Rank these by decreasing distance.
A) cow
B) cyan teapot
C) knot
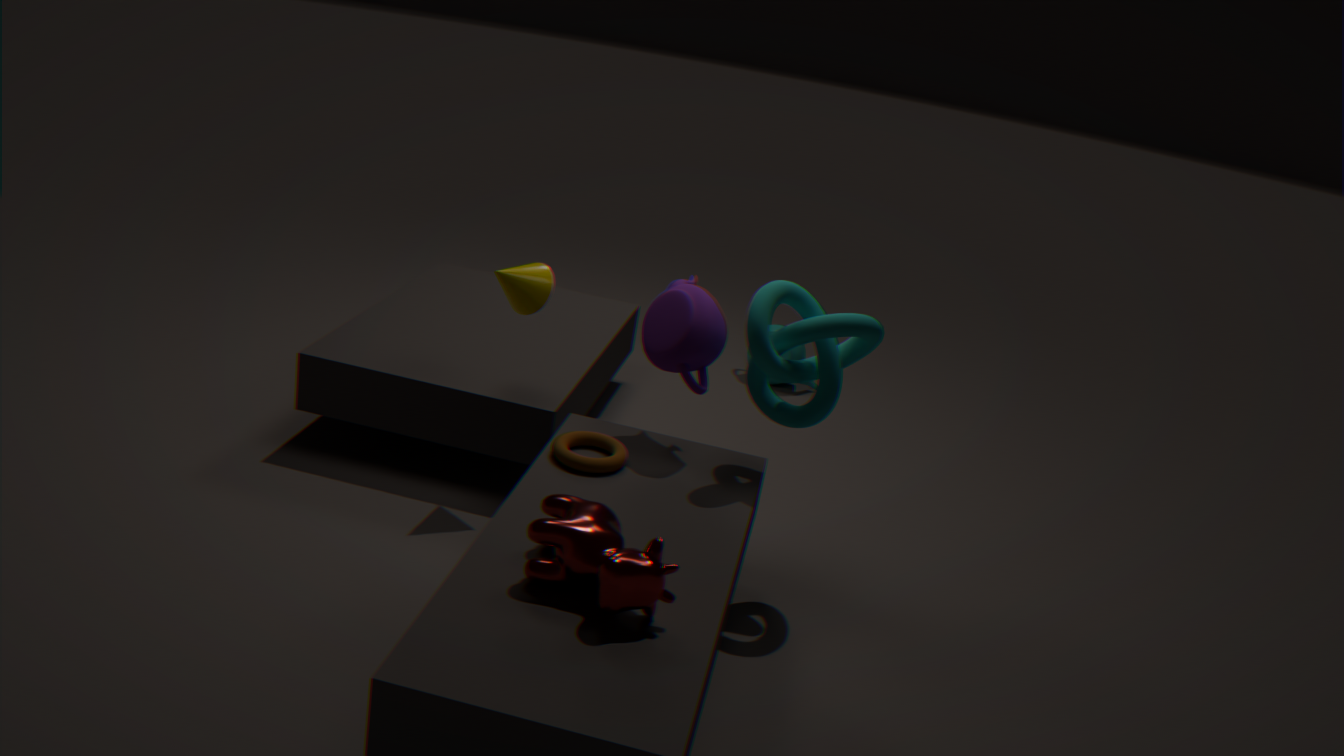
cyan teapot
knot
cow
